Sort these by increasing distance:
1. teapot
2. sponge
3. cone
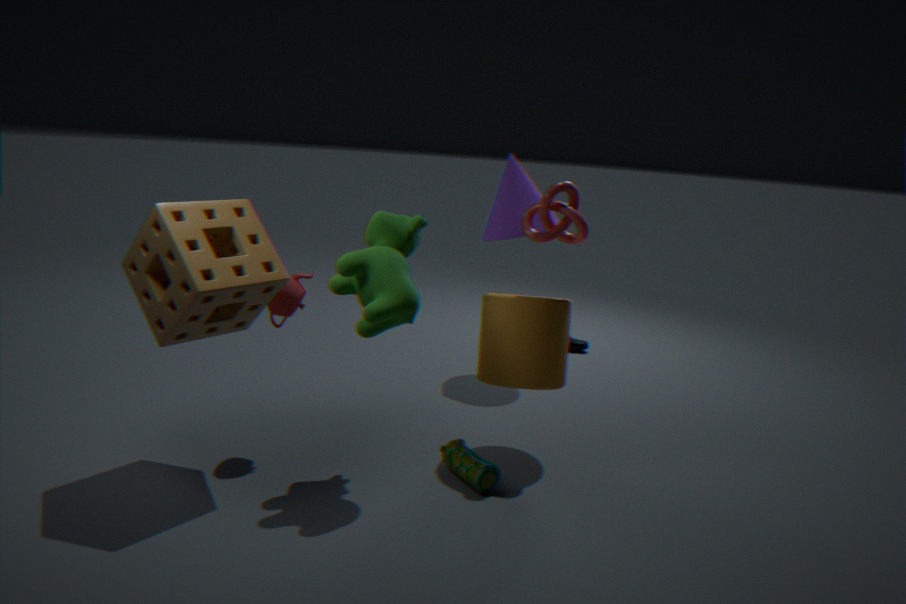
sponge → teapot → cone
